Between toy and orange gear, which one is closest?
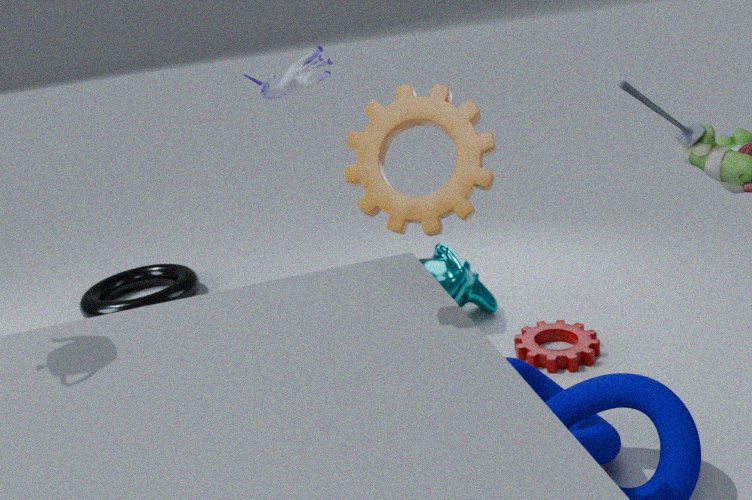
orange gear
